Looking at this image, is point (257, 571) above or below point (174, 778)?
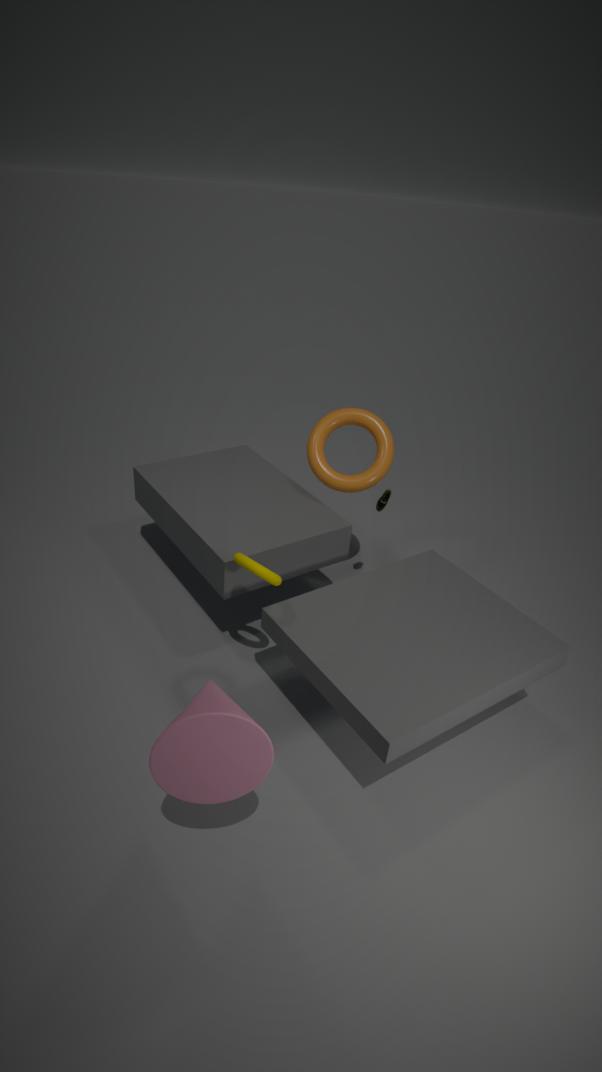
above
